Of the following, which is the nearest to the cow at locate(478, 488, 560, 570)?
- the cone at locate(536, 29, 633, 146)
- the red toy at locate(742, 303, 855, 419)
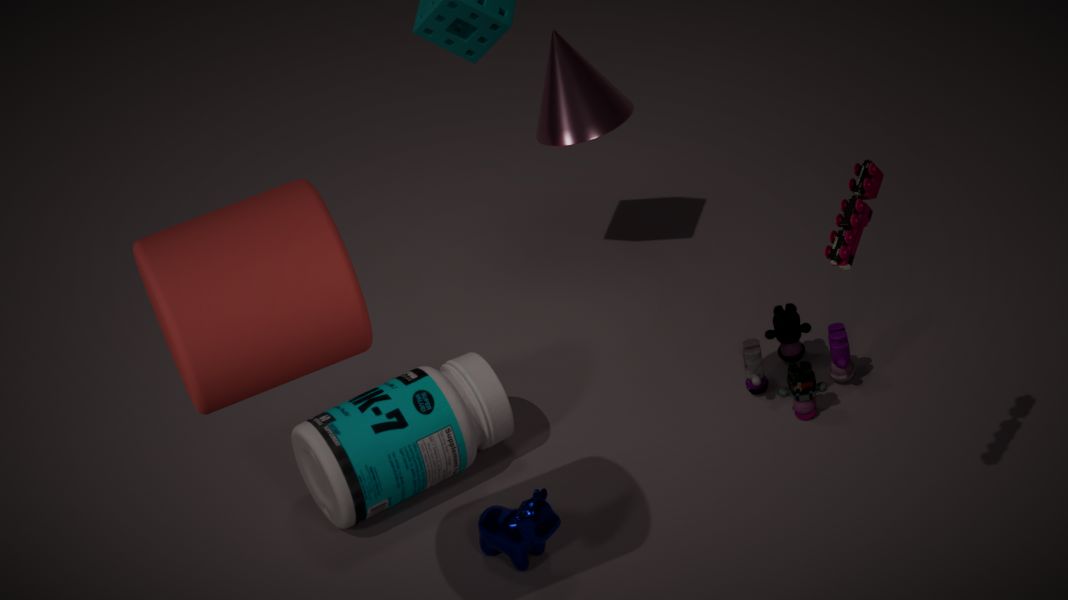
the red toy at locate(742, 303, 855, 419)
